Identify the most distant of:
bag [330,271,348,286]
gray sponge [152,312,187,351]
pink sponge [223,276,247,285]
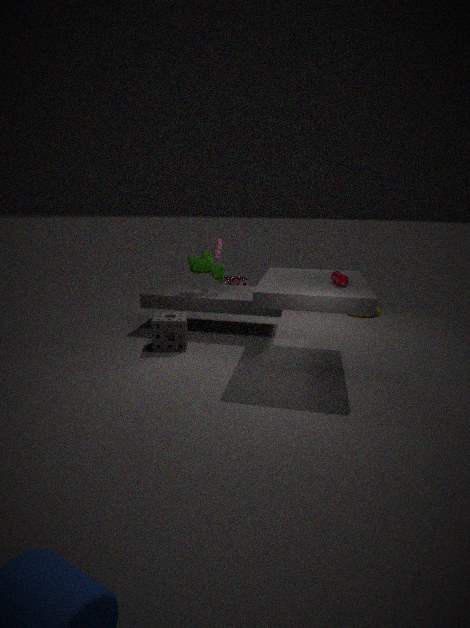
pink sponge [223,276,247,285]
